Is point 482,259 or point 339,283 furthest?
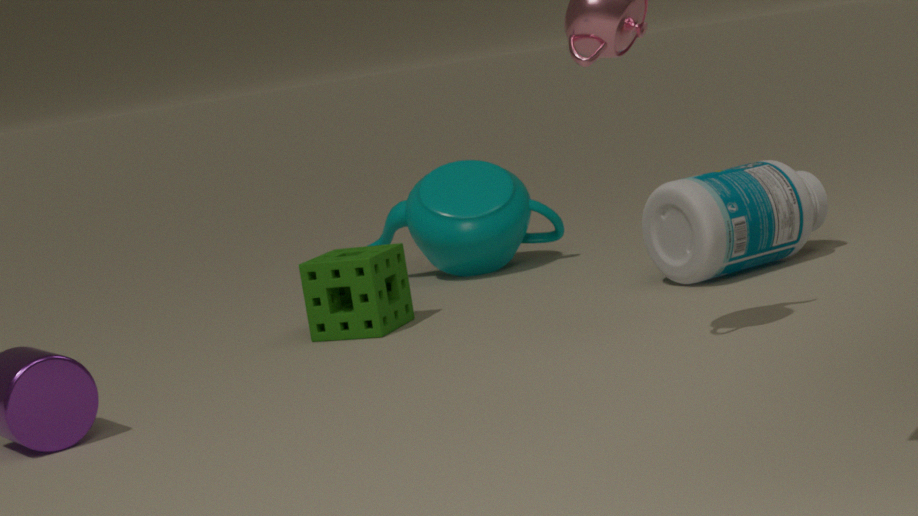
point 482,259
